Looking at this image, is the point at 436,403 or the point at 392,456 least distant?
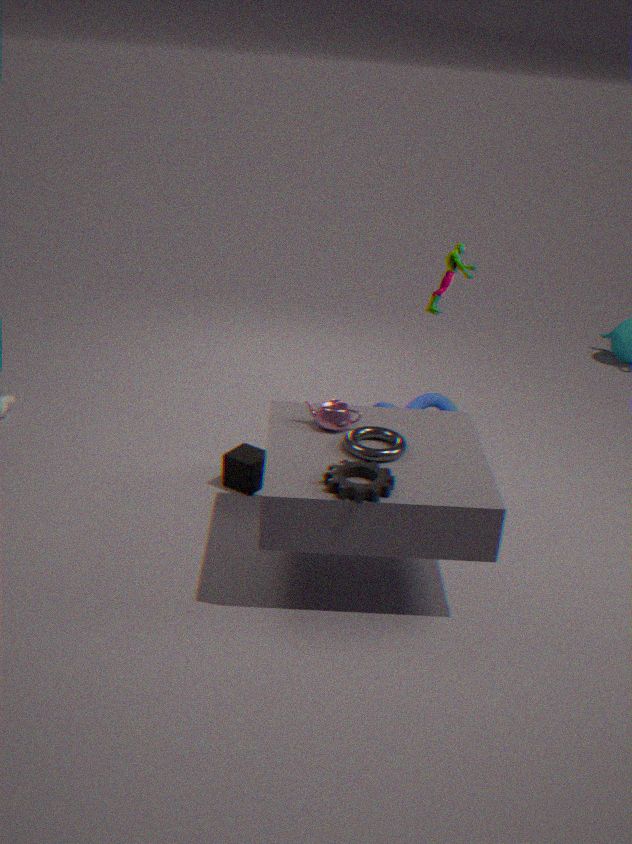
the point at 392,456
